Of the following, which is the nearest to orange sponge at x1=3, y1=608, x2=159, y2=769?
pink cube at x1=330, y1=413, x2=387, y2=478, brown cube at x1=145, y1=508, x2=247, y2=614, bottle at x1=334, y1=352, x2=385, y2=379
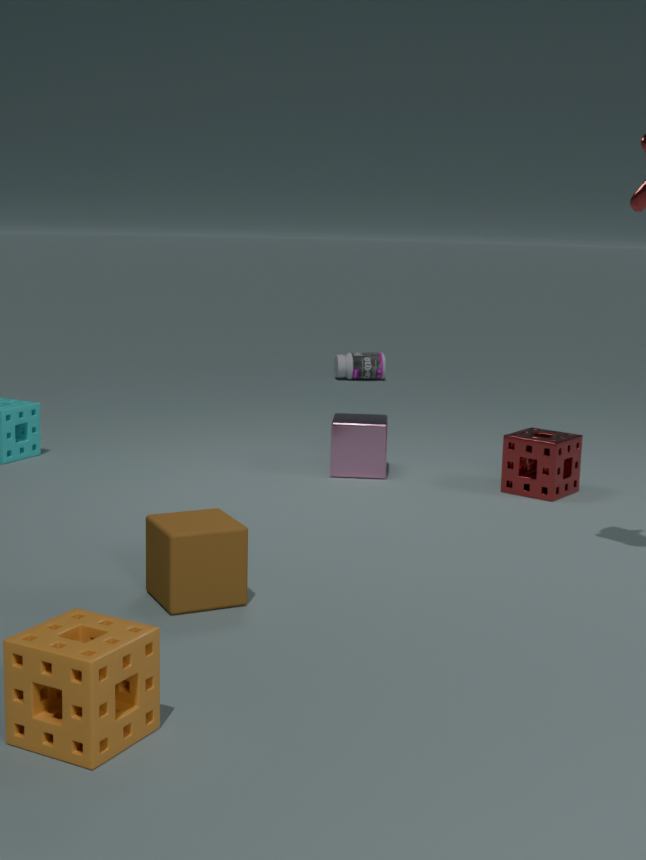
brown cube at x1=145, y1=508, x2=247, y2=614
